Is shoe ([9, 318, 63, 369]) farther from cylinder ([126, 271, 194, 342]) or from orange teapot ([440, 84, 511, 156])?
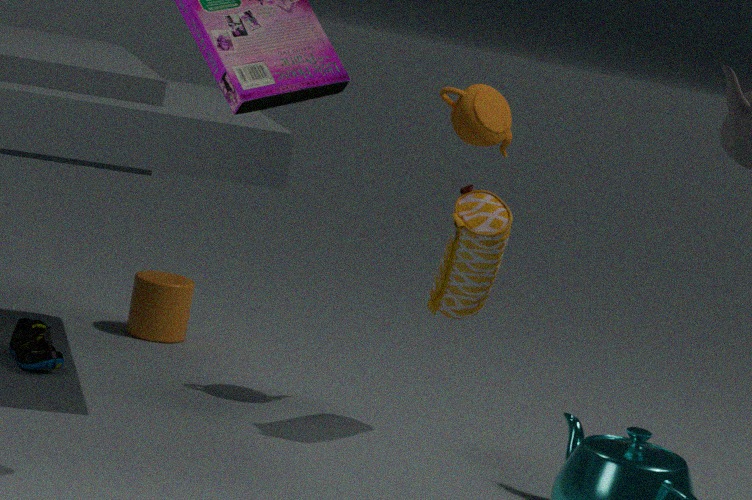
orange teapot ([440, 84, 511, 156])
